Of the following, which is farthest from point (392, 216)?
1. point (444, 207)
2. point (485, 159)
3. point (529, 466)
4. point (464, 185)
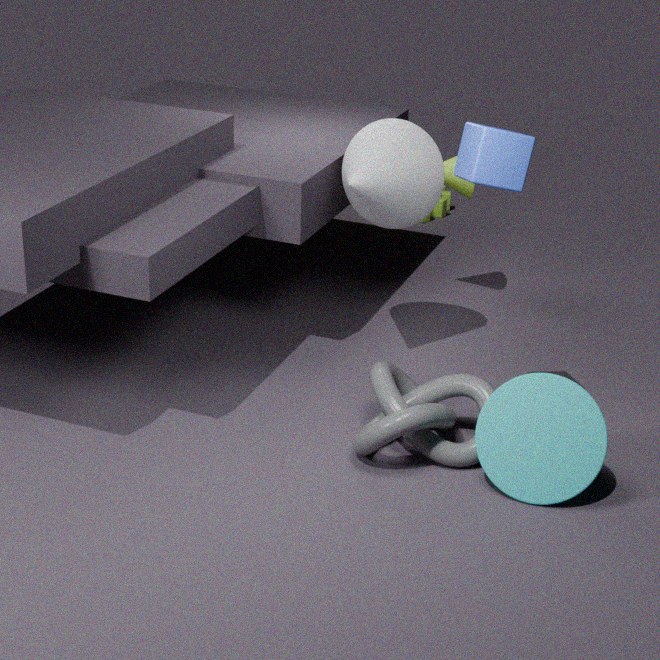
point (444, 207)
